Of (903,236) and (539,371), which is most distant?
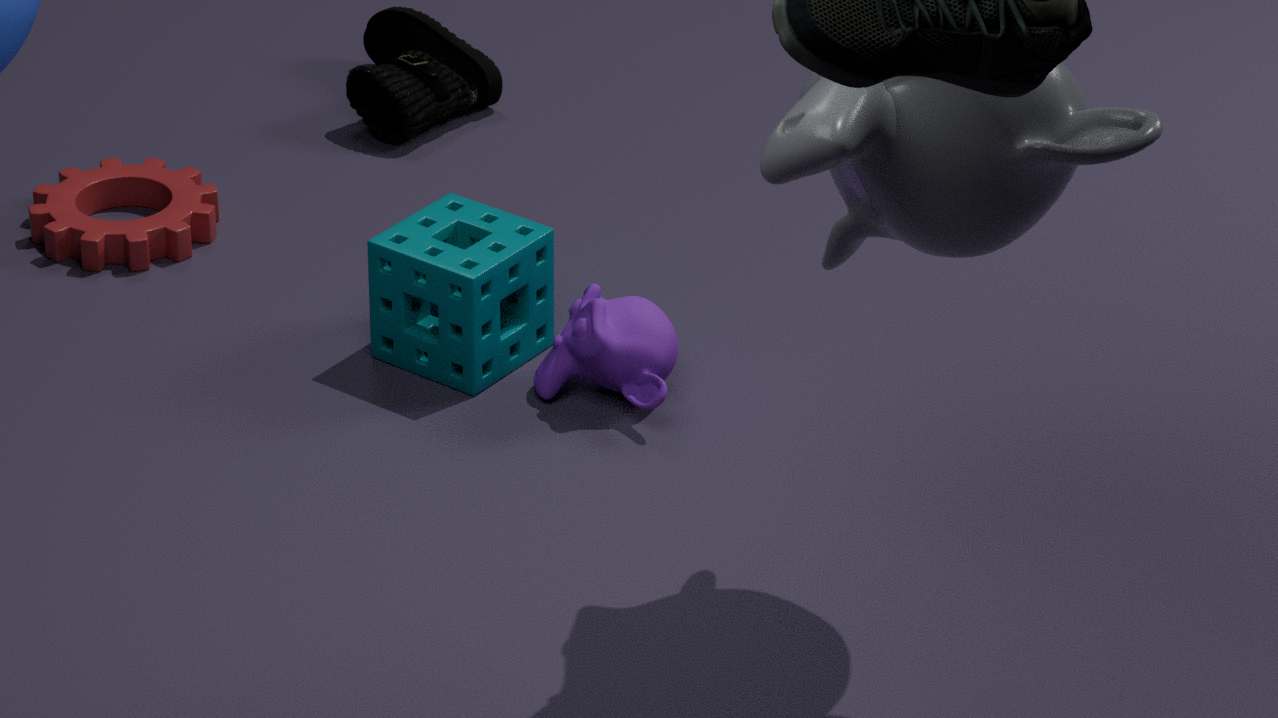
(539,371)
